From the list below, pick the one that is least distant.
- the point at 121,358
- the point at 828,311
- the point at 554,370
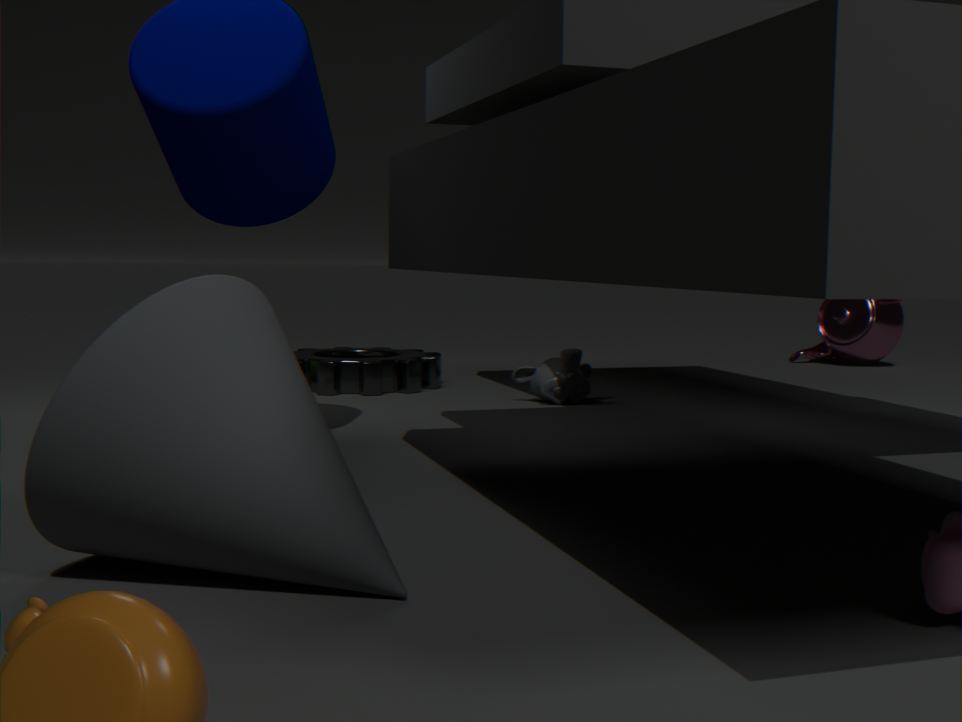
the point at 121,358
